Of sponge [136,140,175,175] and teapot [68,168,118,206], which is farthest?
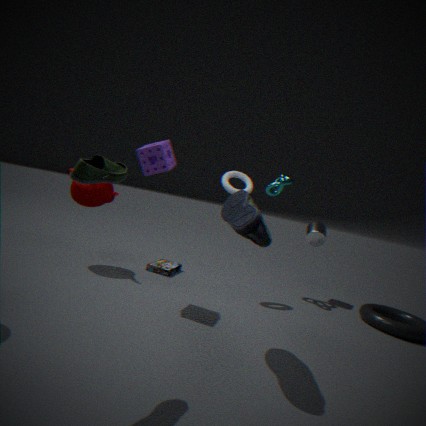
teapot [68,168,118,206]
